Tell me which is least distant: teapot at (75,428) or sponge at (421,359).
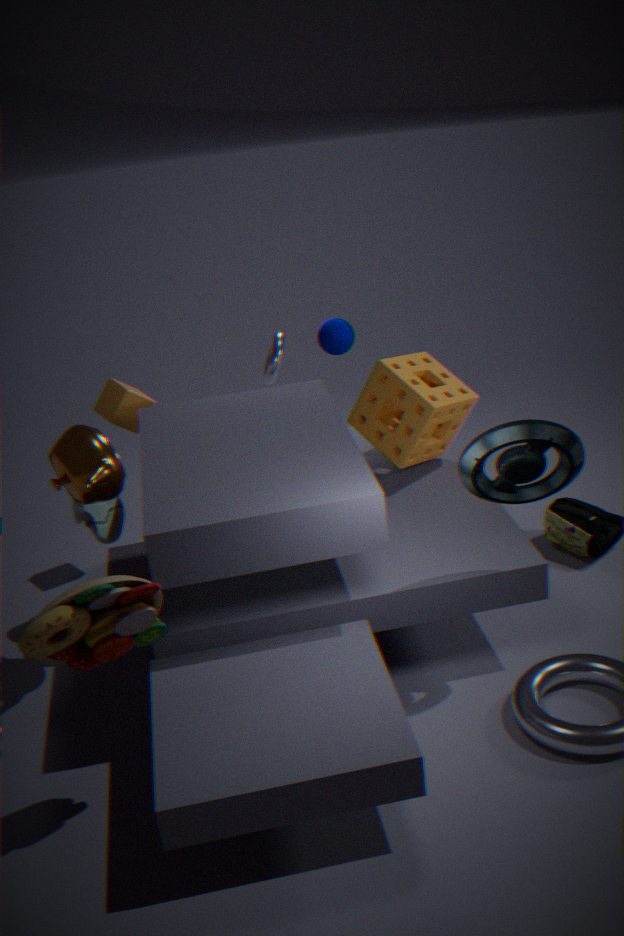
teapot at (75,428)
